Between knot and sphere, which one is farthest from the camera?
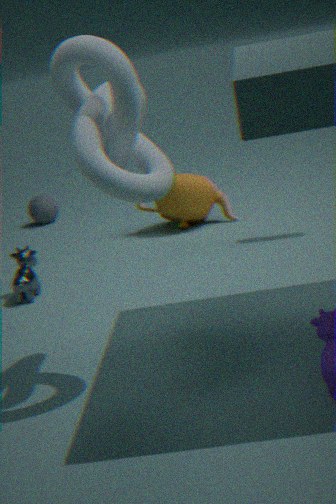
sphere
